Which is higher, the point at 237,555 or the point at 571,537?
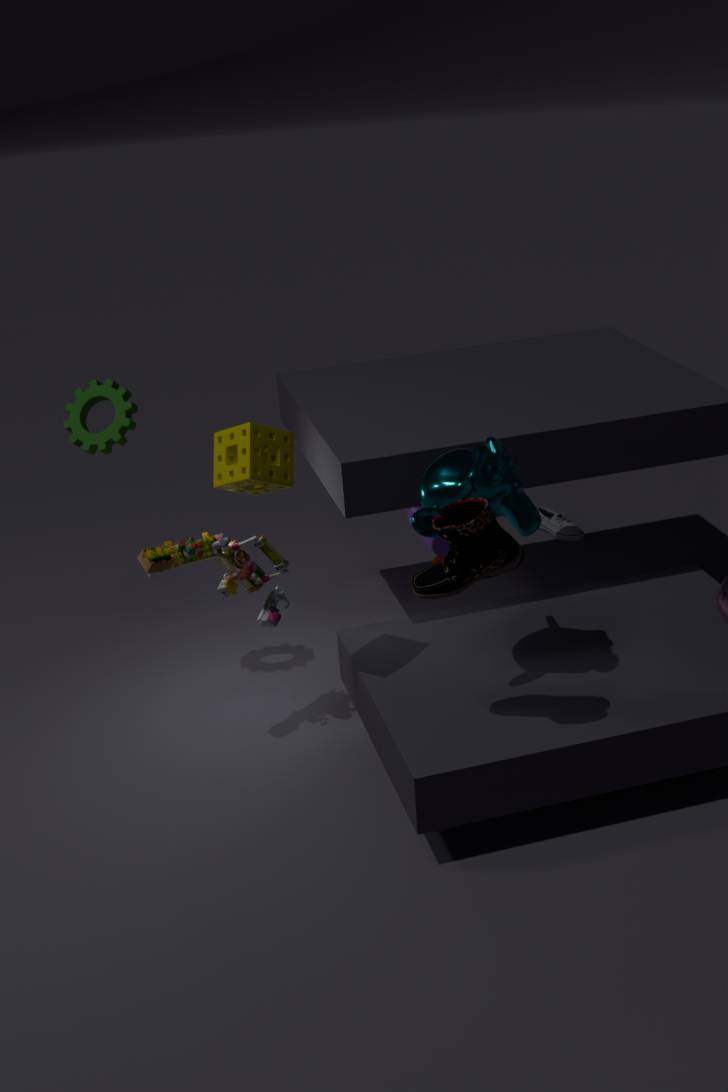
the point at 237,555
